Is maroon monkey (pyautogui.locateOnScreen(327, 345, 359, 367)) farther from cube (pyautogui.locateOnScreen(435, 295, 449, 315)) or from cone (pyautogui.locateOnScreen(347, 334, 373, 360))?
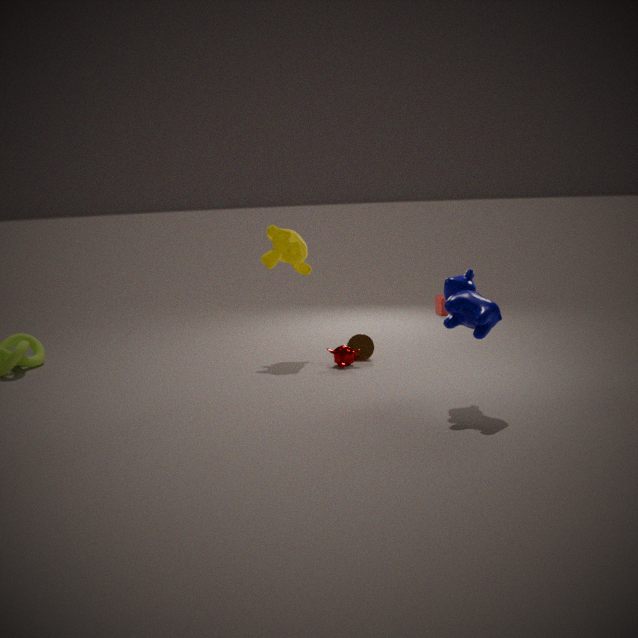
cube (pyautogui.locateOnScreen(435, 295, 449, 315))
